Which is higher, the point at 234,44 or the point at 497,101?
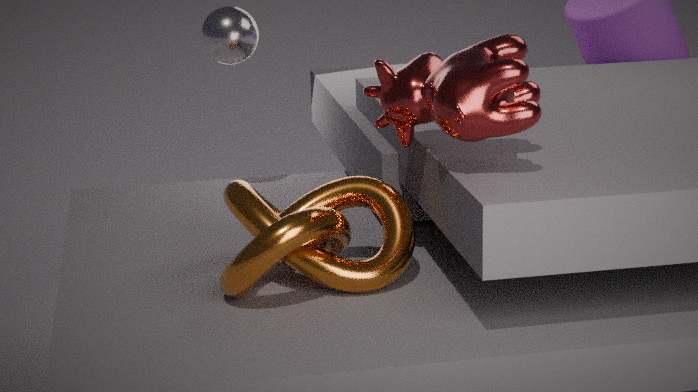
the point at 234,44
